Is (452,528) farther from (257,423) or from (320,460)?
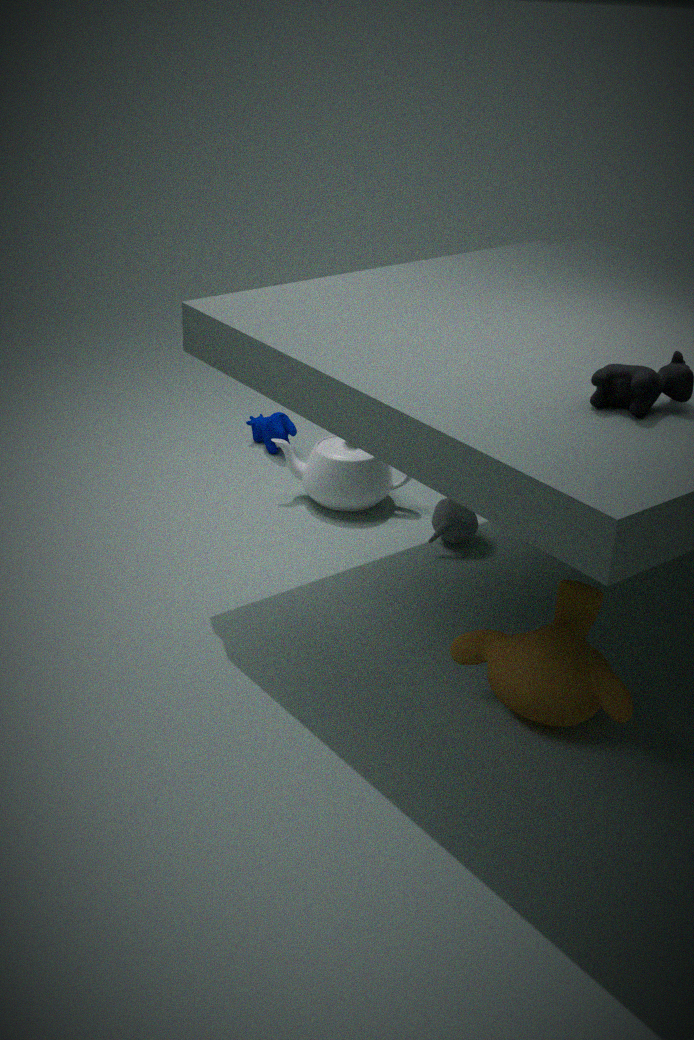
(257,423)
